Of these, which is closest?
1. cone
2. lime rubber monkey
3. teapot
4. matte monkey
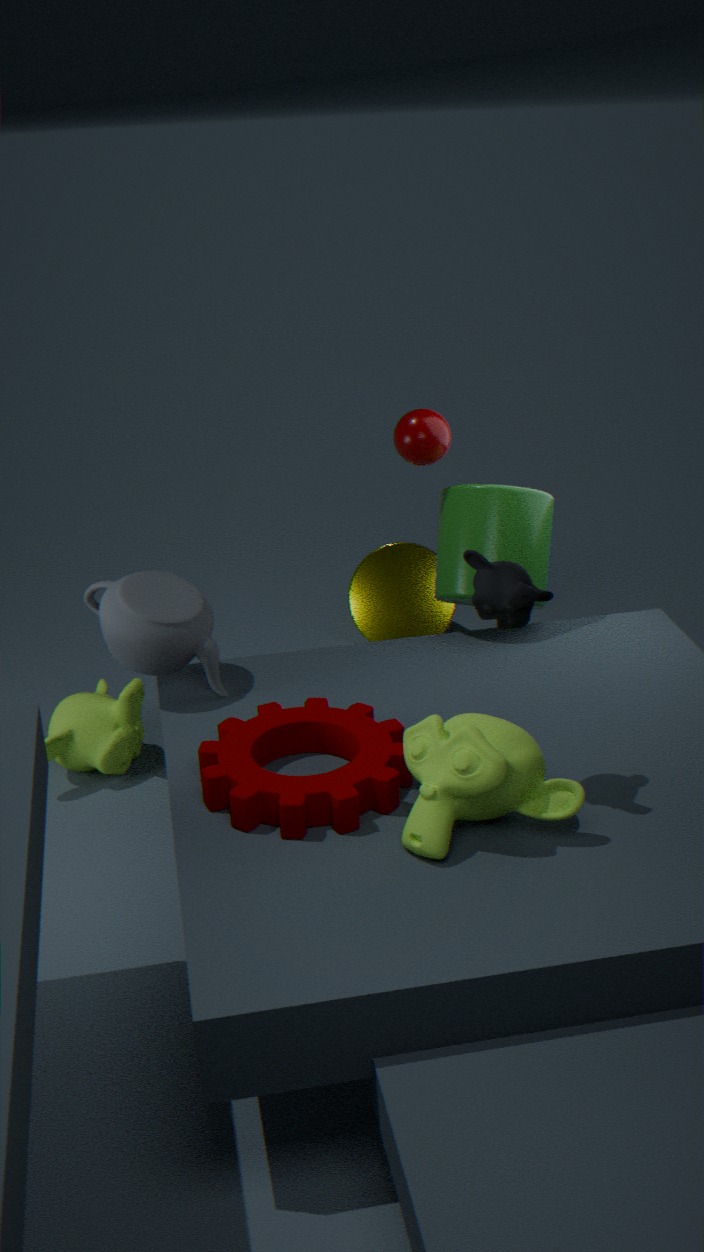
lime rubber monkey
